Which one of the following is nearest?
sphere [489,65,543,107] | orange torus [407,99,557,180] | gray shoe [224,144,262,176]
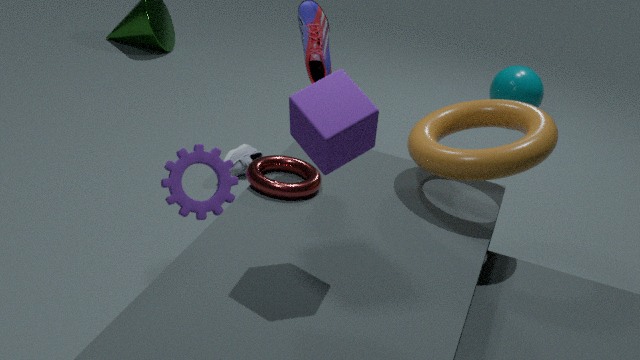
orange torus [407,99,557,180]
